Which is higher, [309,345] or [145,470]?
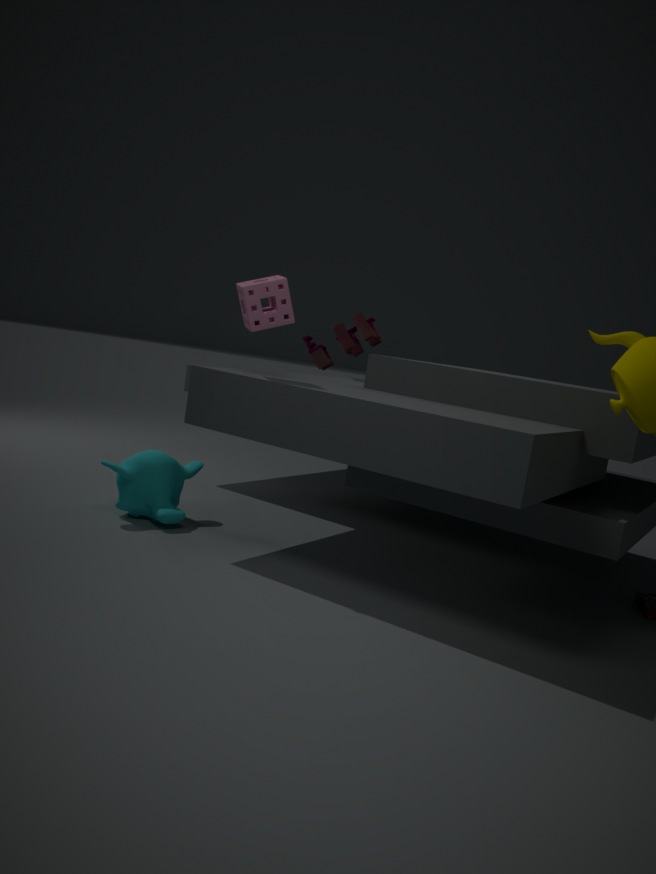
[309,345]
